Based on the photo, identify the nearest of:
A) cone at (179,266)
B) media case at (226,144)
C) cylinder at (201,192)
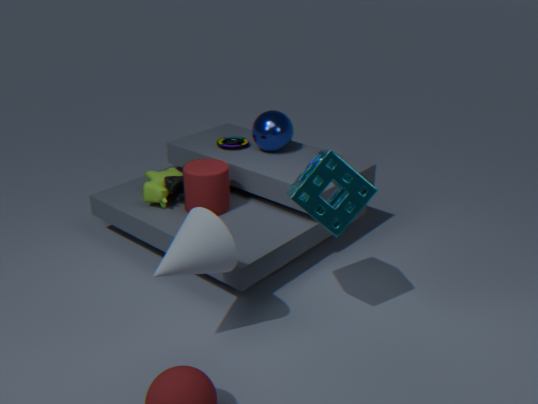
cone at (179,266)
